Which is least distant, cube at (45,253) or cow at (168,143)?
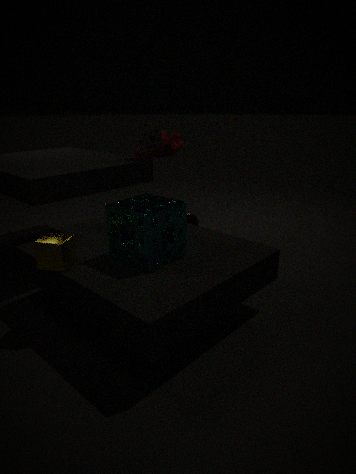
cube at (45,253)
